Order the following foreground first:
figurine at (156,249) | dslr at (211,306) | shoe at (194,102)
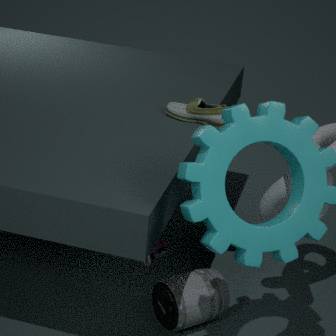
1. figurine at (156,249)
2. dslr at (211,306)
3. shoe at (194,102)
